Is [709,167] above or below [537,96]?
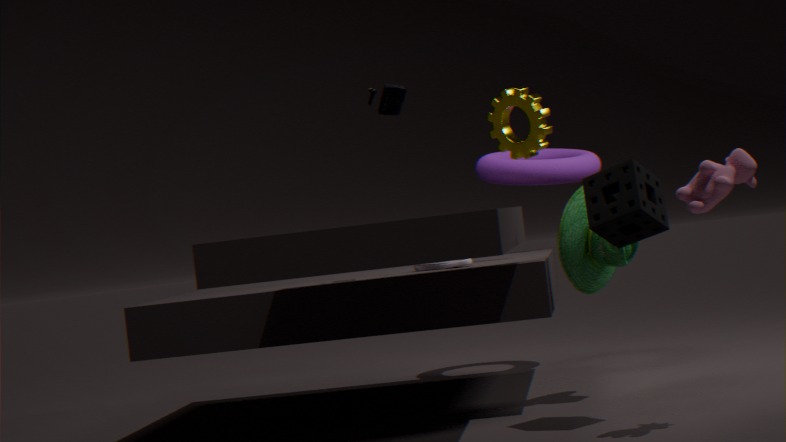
below
